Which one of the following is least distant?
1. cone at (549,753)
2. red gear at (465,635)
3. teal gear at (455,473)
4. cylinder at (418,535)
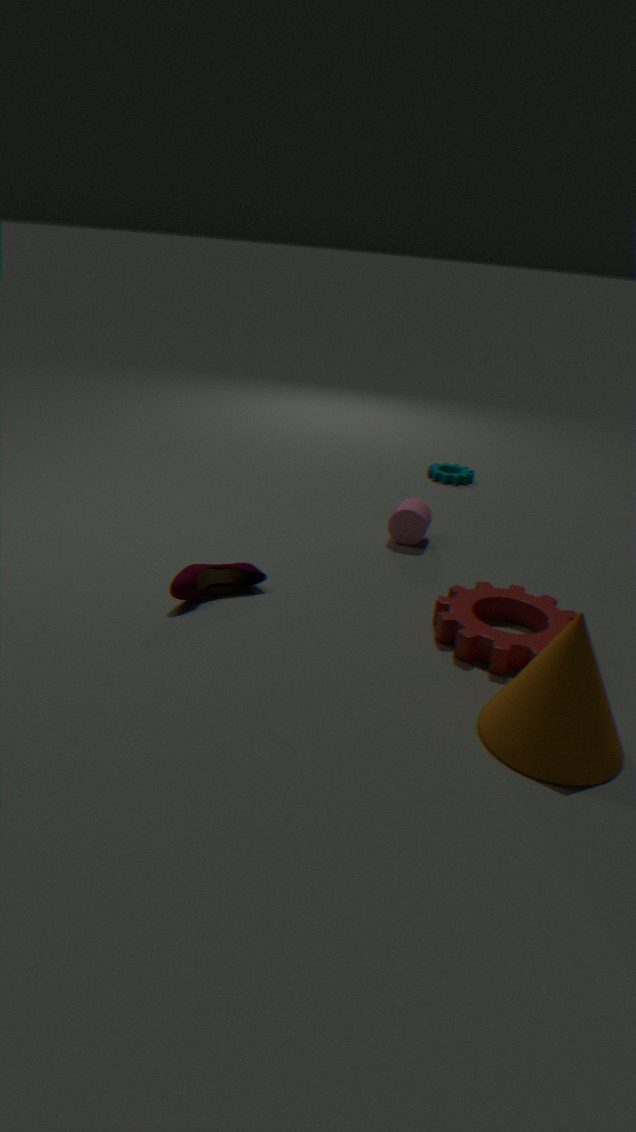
cone at (549,753)
